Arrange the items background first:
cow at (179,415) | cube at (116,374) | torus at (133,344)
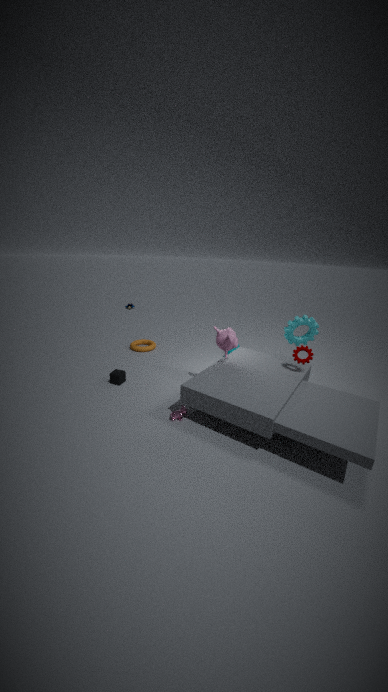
1. torus at (133,344)
2. cube at (116,374)
3. cow at (179,415)
